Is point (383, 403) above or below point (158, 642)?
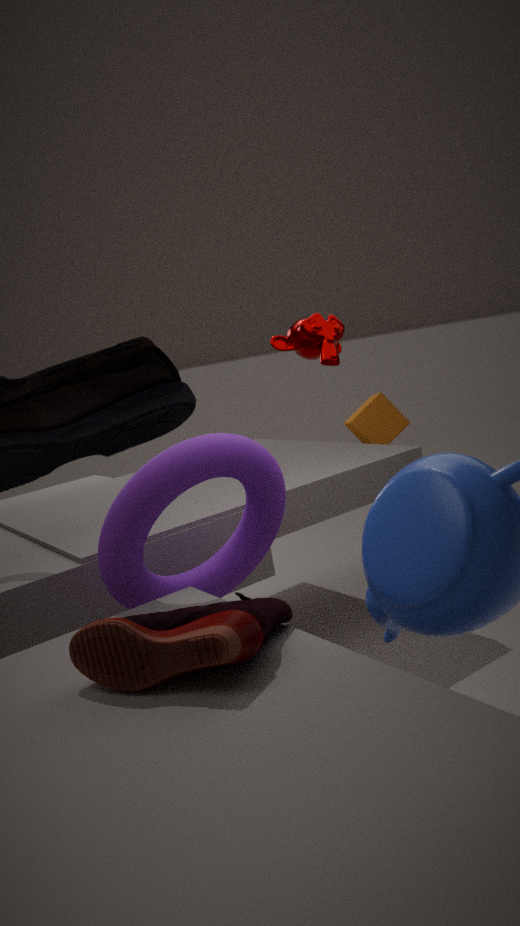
above
